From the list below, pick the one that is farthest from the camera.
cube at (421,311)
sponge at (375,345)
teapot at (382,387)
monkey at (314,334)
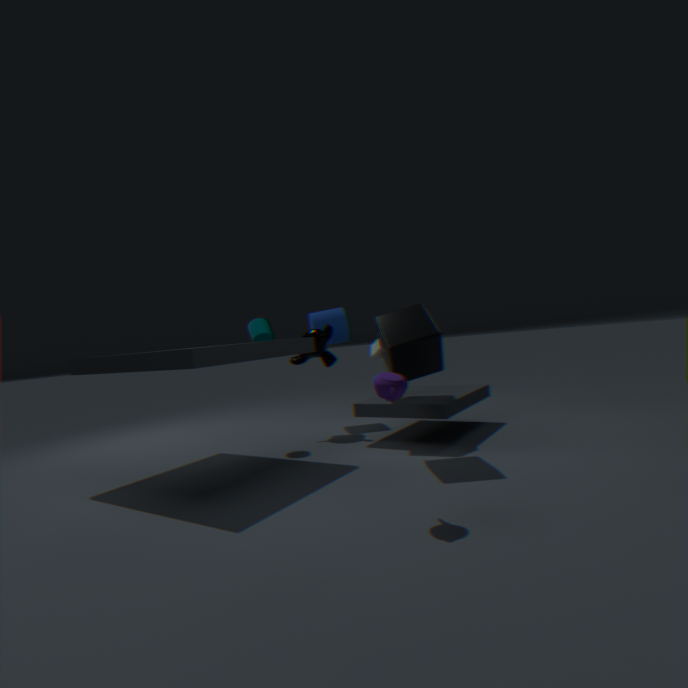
monkey at (314,334)
